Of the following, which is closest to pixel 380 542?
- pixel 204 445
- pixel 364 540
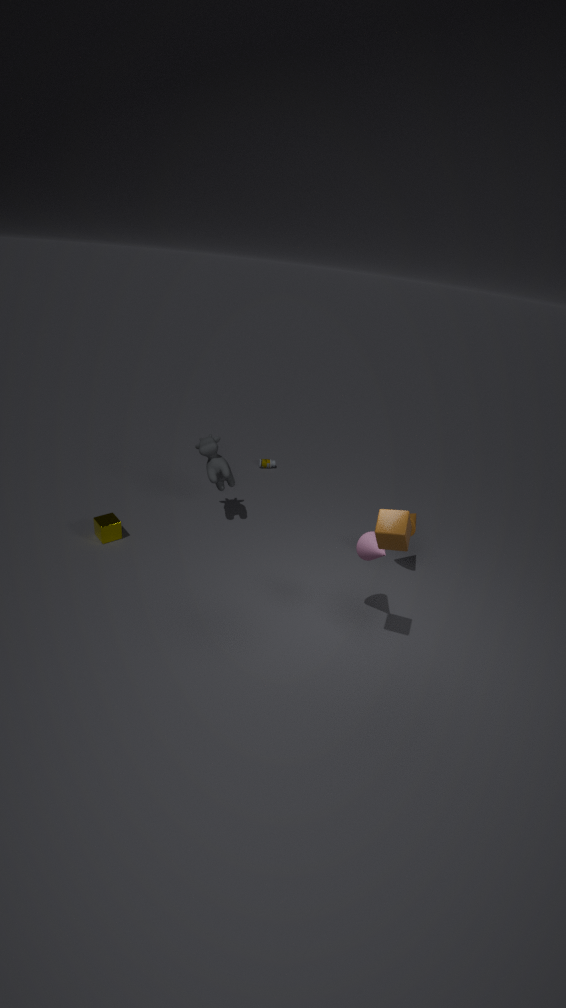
Answer: pixel 364 540
